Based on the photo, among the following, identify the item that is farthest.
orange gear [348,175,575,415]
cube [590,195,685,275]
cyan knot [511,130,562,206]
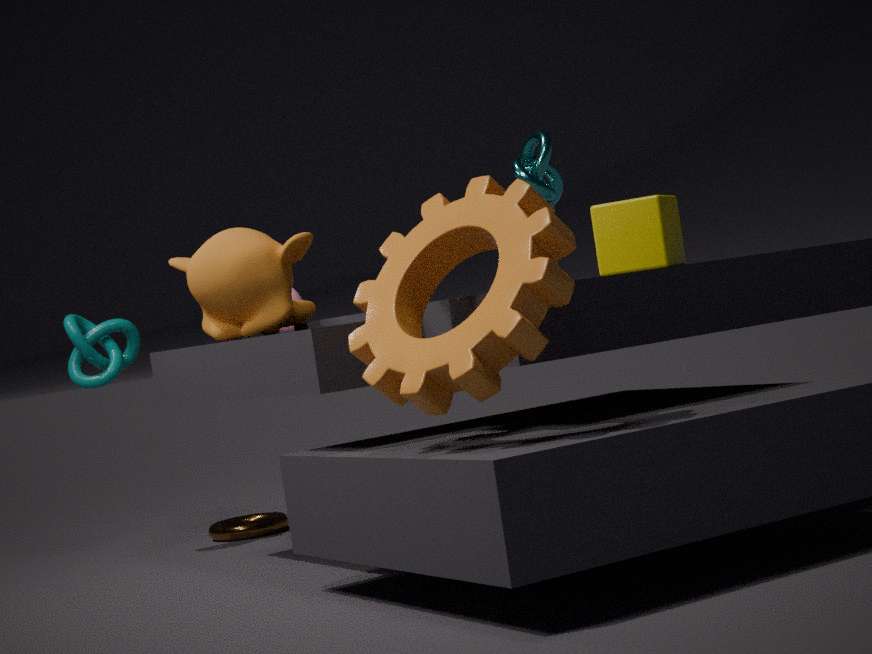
cyan knot [511,130,562,206]
